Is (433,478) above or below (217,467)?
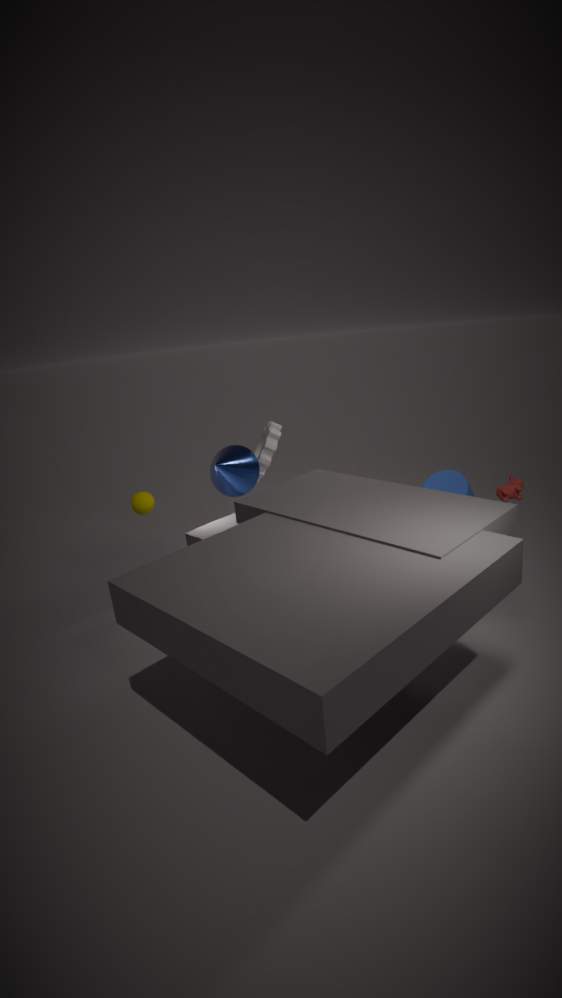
below
